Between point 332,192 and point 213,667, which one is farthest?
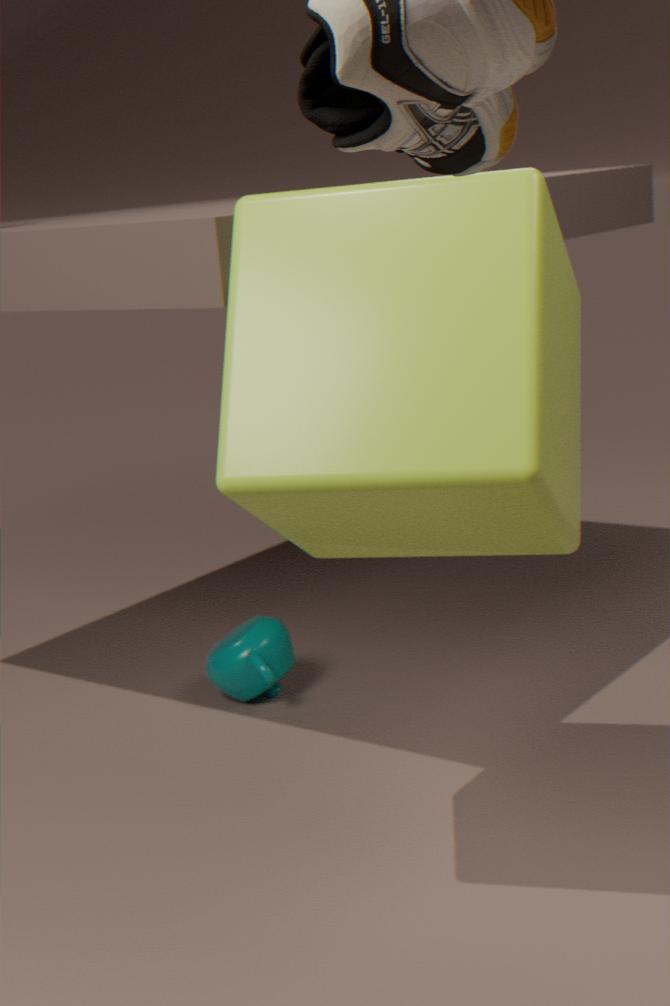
point 213,667
